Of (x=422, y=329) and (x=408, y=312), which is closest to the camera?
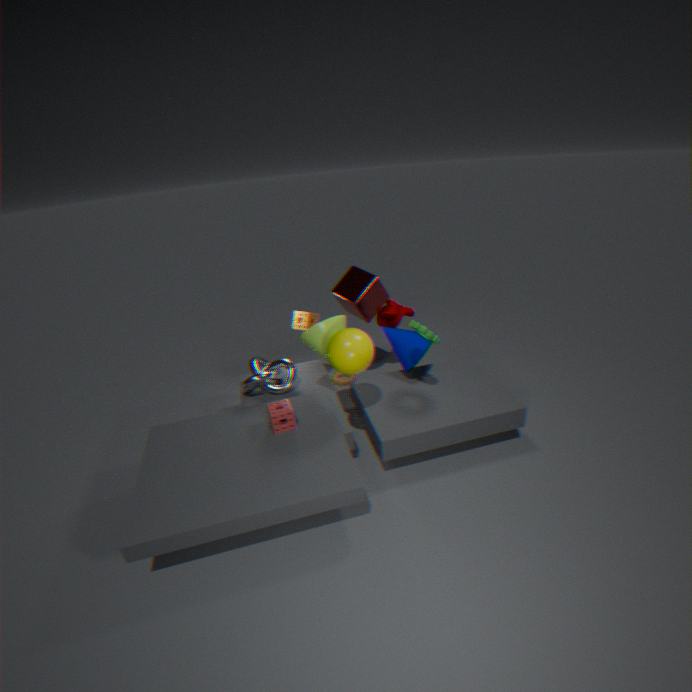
(x=422, y=329)
